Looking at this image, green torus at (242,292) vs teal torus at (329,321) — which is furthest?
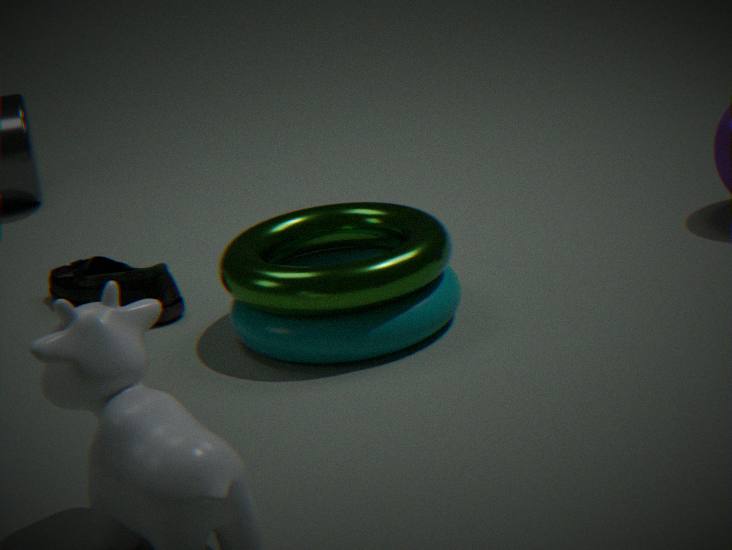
teal torus at (329,321)
